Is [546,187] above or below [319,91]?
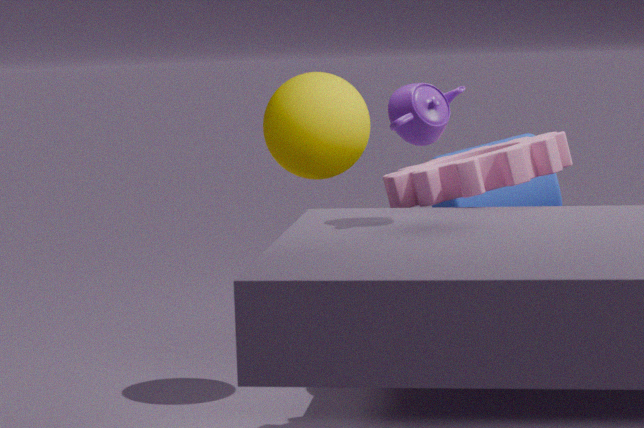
below
